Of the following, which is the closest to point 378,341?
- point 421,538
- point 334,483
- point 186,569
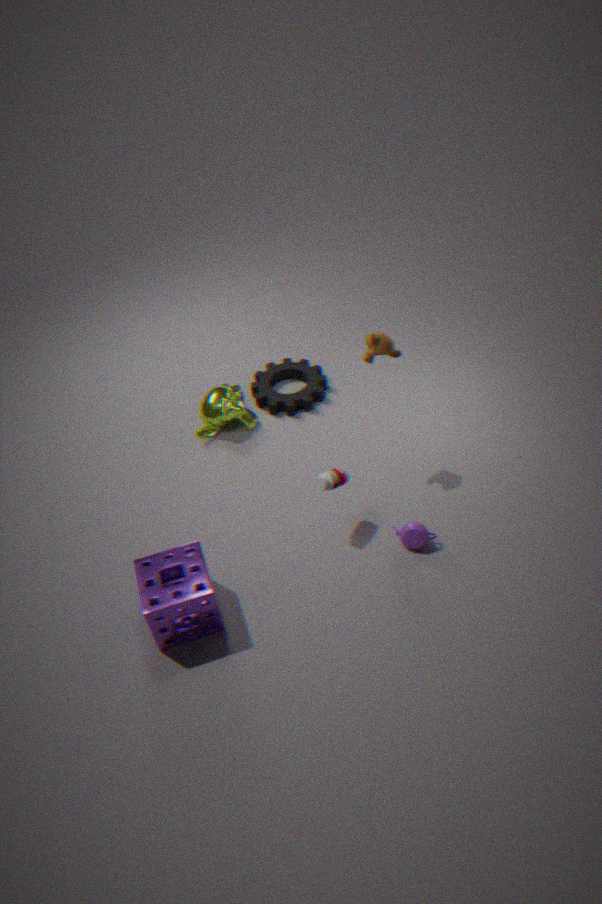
point 334,483
